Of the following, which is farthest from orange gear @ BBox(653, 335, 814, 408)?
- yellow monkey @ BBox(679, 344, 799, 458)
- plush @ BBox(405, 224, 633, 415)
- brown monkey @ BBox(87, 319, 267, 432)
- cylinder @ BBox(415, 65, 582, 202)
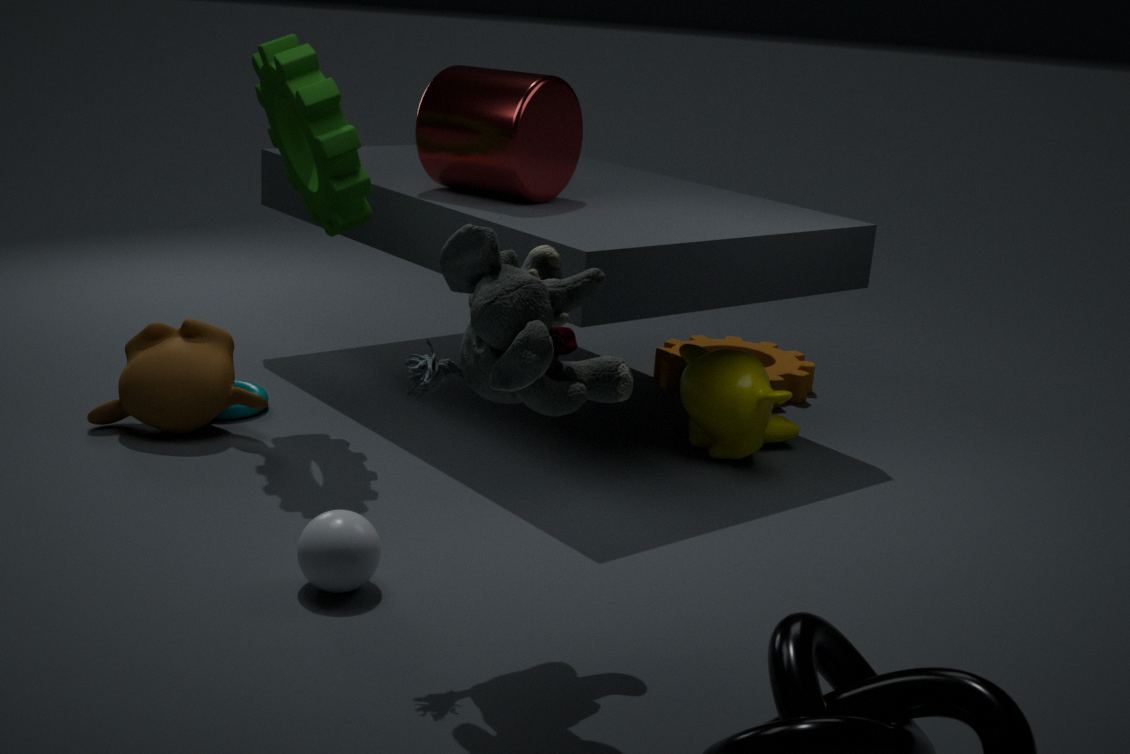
plush @ BBox(405, 224, 633, 415)
